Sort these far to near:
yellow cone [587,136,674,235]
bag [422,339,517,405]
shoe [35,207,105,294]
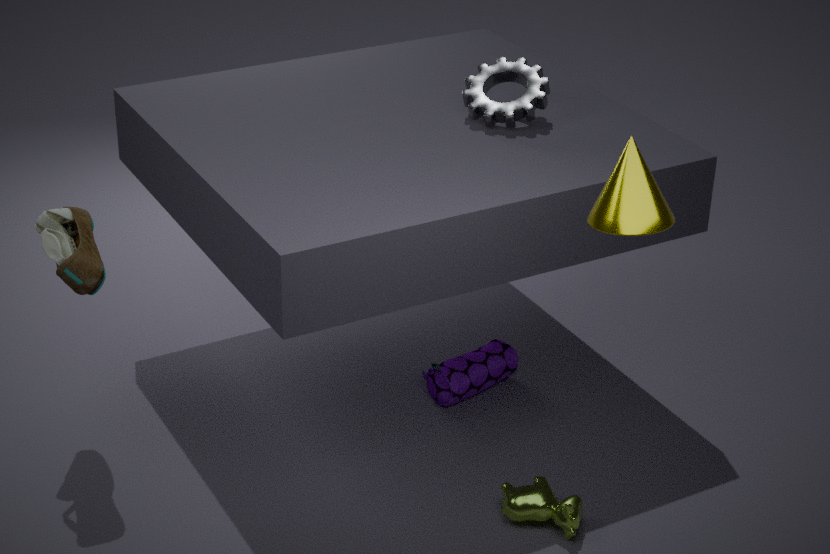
bag [422,339,517,405] < shoe [35,207,105,294] < yellow cone [587,136,674,235]
